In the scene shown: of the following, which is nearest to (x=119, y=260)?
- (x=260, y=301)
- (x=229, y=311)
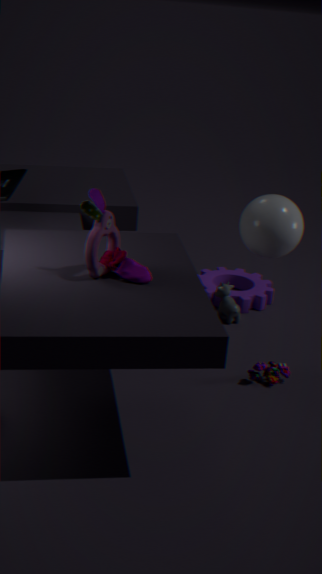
(x=229, y=311)
